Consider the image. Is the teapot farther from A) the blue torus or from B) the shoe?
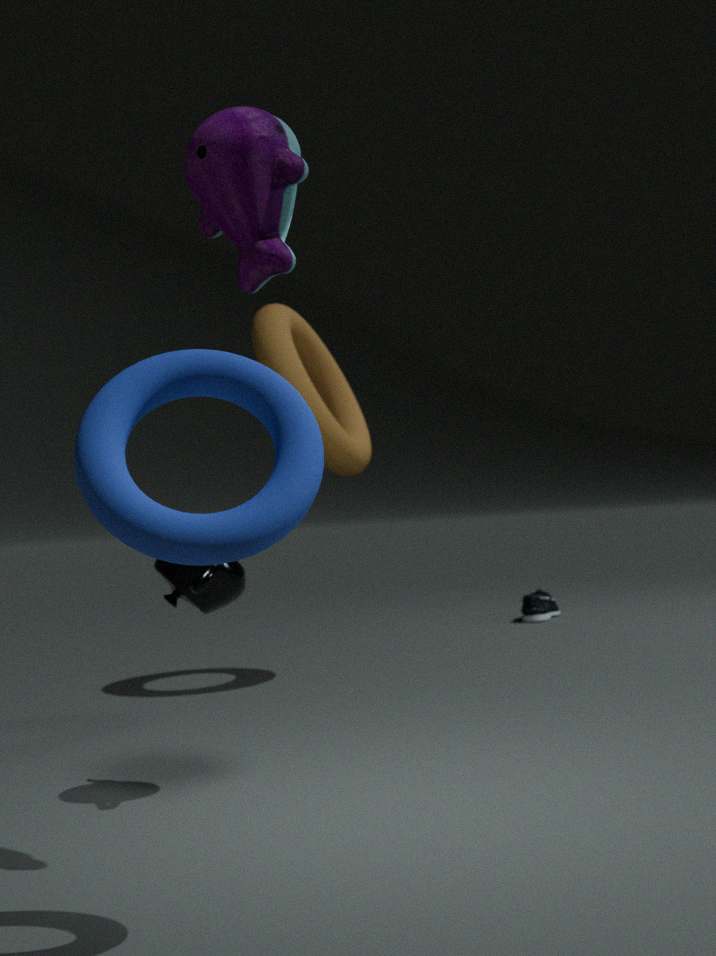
B) the shoe
